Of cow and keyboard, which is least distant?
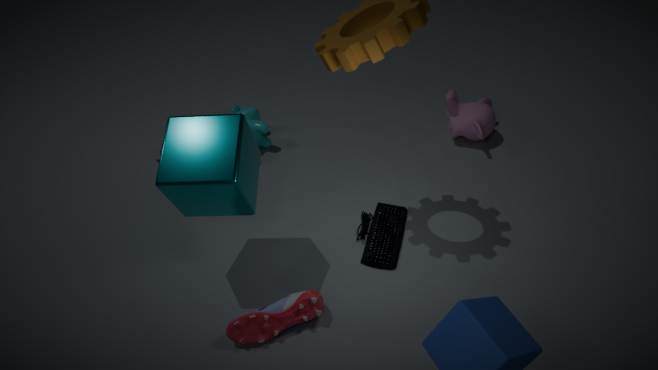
keyboard
